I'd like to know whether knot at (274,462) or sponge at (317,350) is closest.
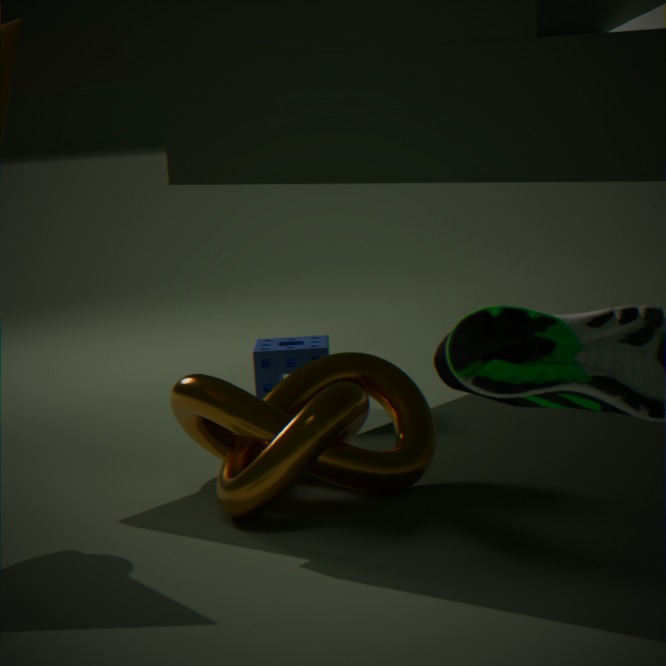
knot at (274,462)
